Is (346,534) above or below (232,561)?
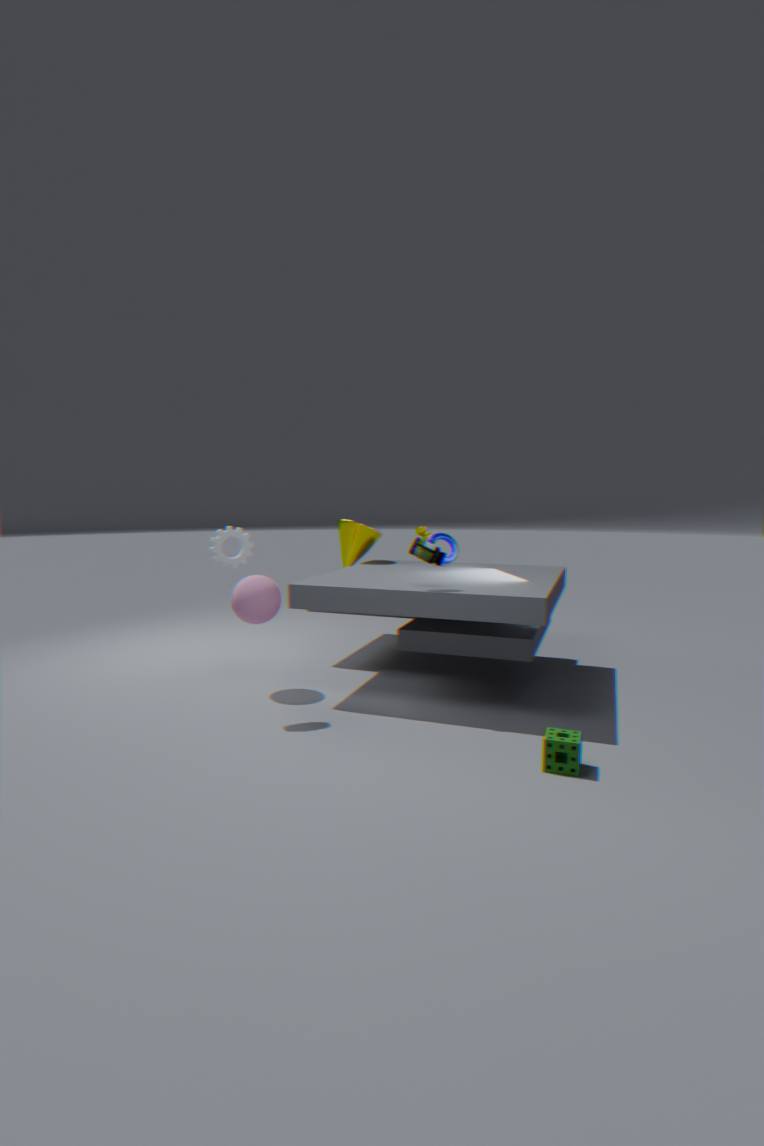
below
